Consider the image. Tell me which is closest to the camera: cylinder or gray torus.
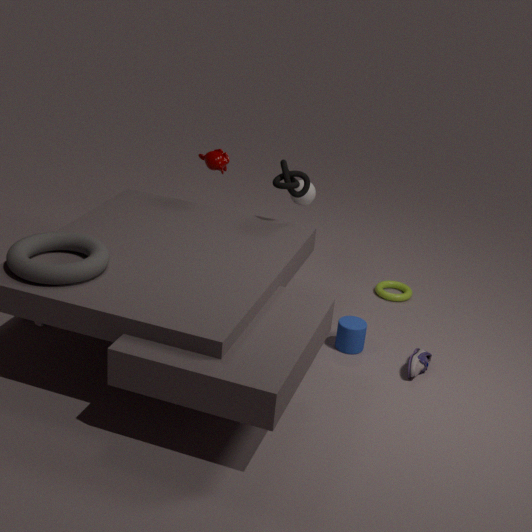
gray torus
